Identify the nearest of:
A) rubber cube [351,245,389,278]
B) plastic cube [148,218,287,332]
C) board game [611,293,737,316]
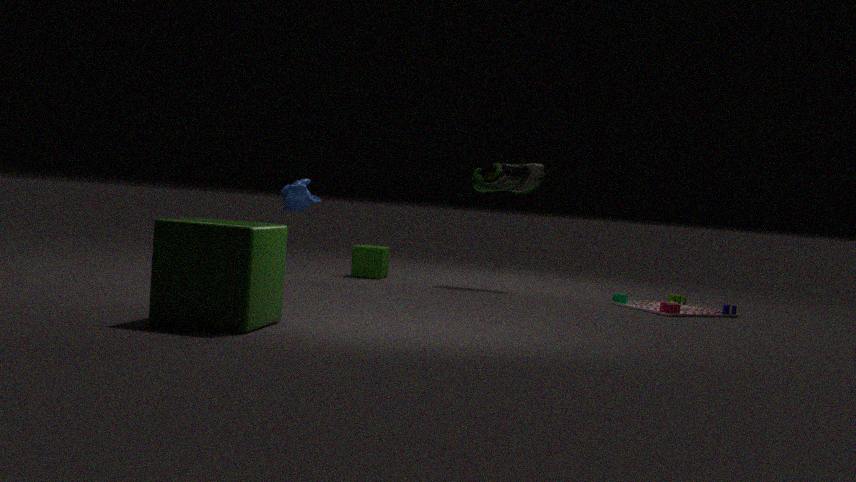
plastic cube [148,218,287,332]
